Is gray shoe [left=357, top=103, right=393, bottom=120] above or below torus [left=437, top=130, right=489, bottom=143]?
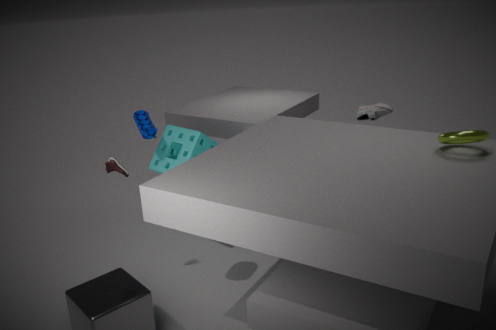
below
